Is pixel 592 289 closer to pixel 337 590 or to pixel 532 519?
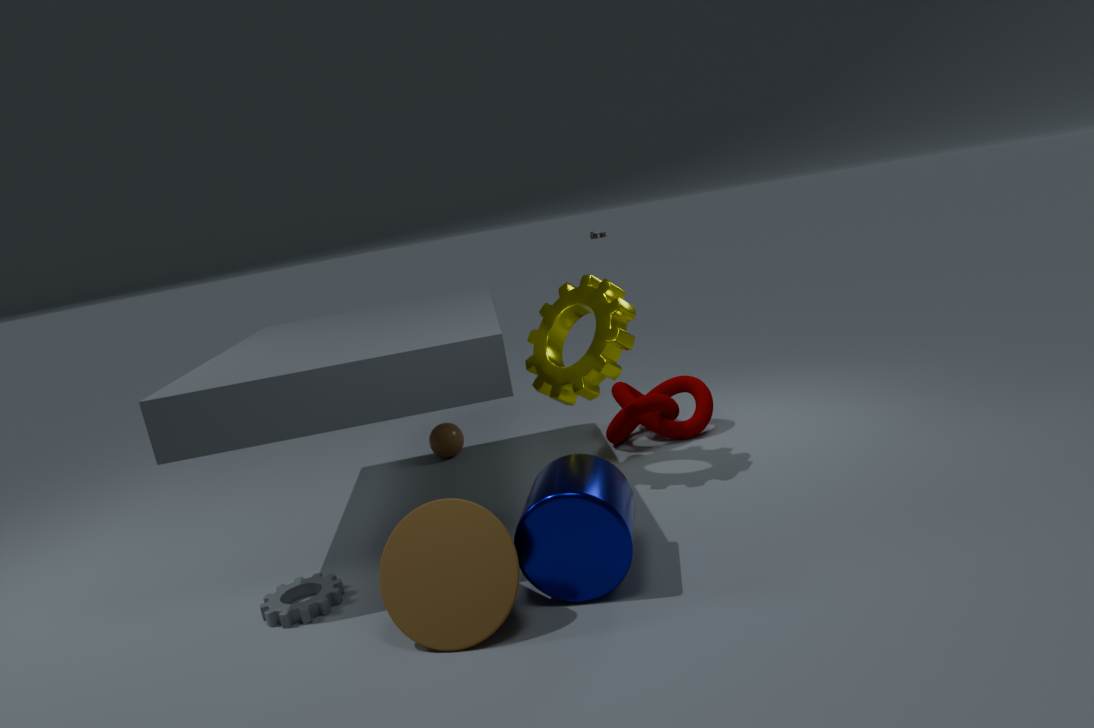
pixel 532 519
